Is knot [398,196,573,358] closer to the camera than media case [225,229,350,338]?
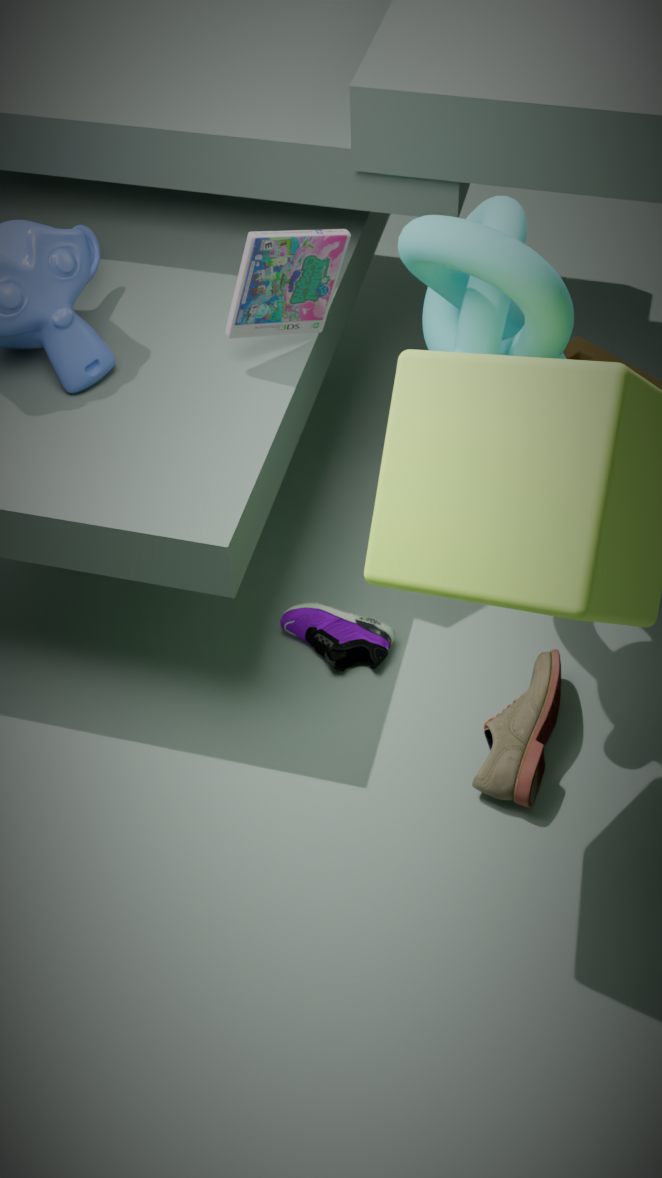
Yes
